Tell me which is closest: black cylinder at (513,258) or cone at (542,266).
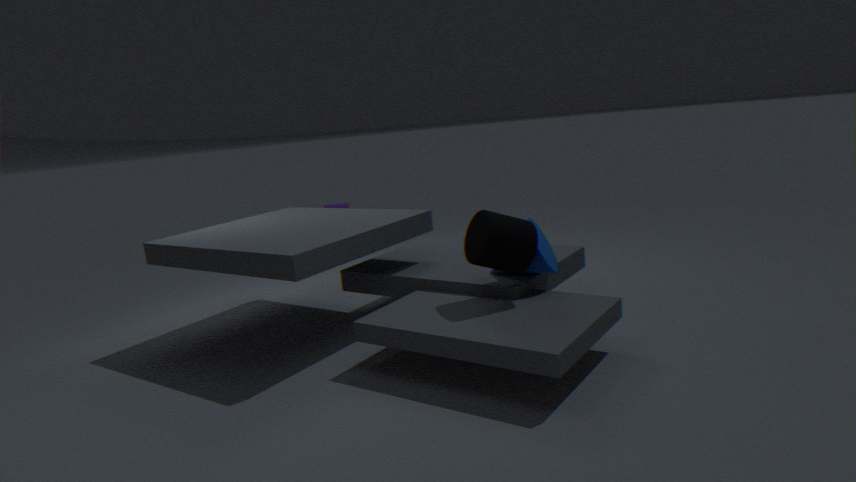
black cylinder at (513,258)
